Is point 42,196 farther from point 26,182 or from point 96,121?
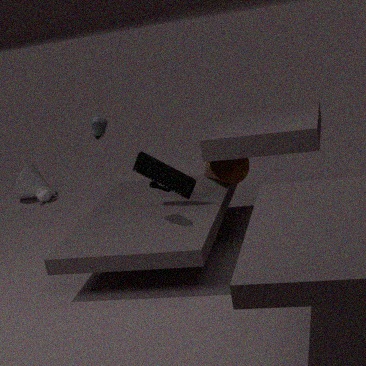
point 96,121
